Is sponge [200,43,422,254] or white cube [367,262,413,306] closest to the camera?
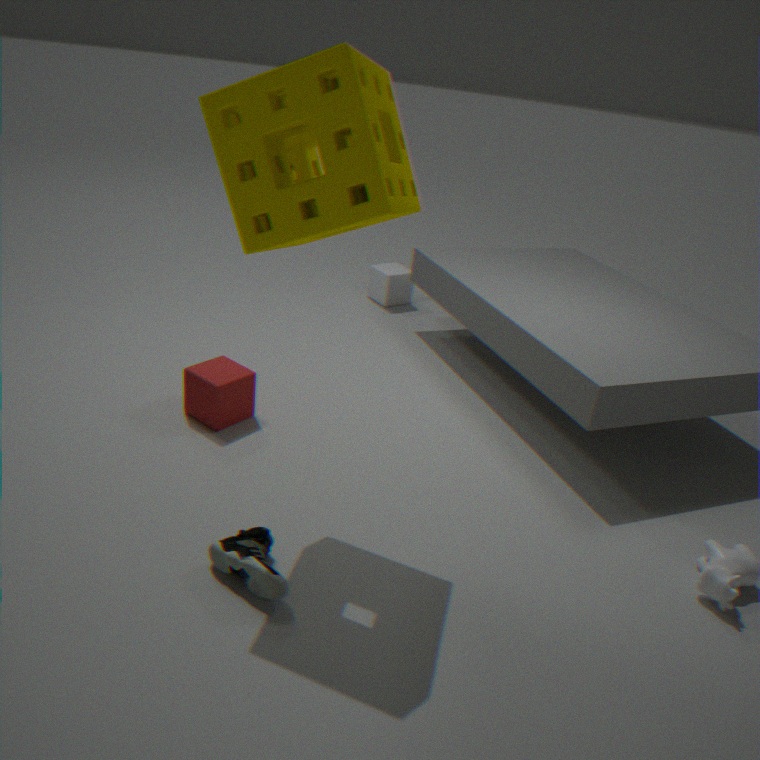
sponge [200,43,422,254]
